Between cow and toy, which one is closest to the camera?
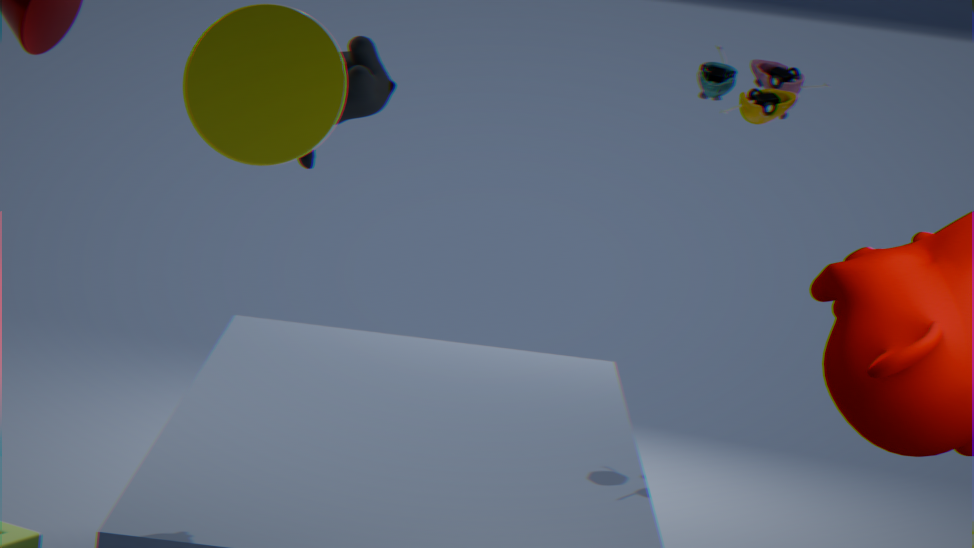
cow
